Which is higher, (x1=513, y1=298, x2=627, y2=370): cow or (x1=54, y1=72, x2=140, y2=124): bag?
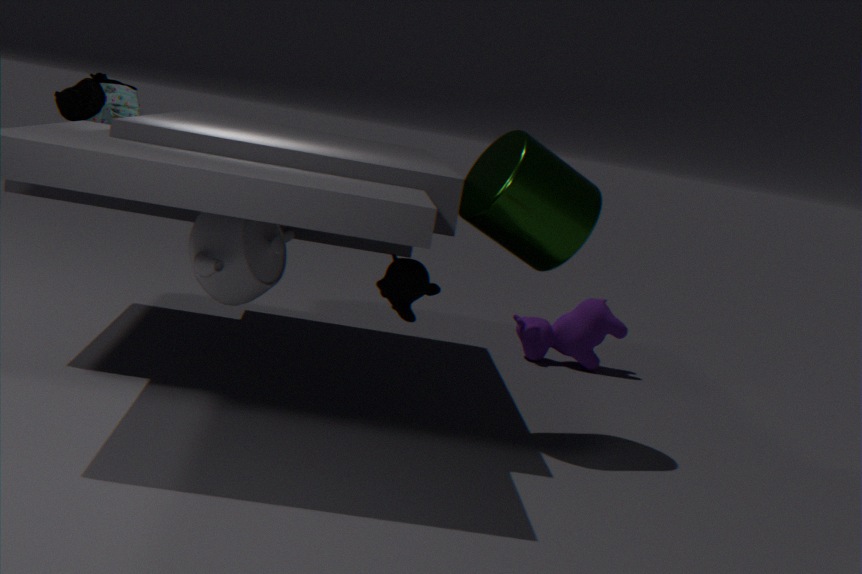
(x1=54, y1=72, x2=140, y2=124): bag
